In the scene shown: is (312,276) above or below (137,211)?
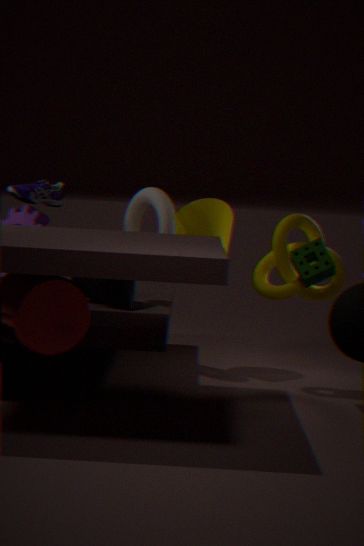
below
